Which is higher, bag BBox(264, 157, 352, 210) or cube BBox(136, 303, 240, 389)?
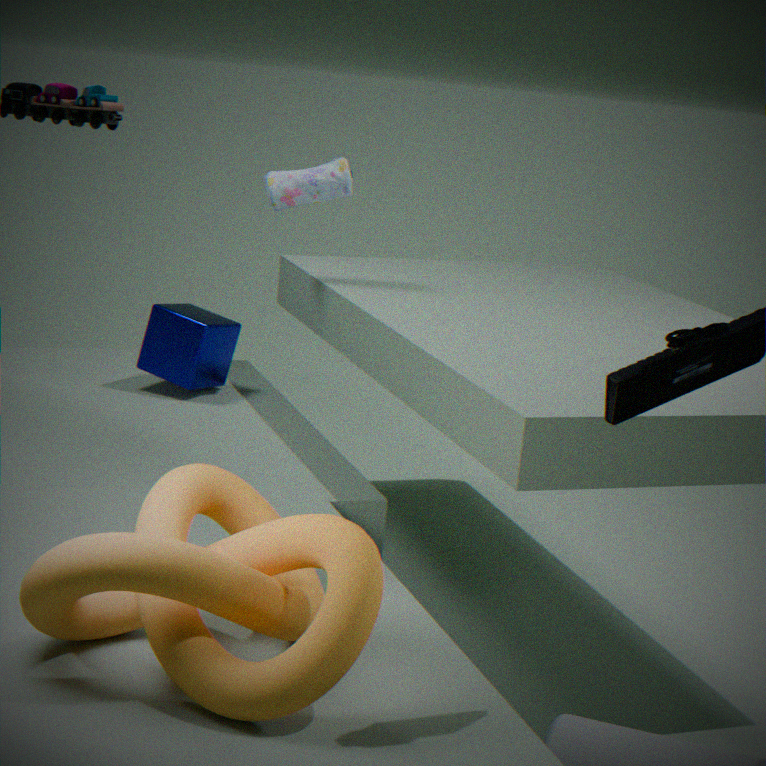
bag BBox(264, 157, 352, 210)
